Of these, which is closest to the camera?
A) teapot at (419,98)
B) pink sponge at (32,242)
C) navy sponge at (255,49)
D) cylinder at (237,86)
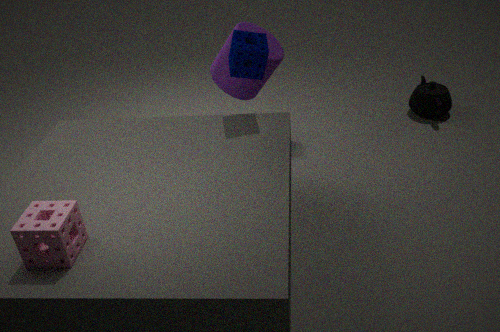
pink sponge at (32,242)
